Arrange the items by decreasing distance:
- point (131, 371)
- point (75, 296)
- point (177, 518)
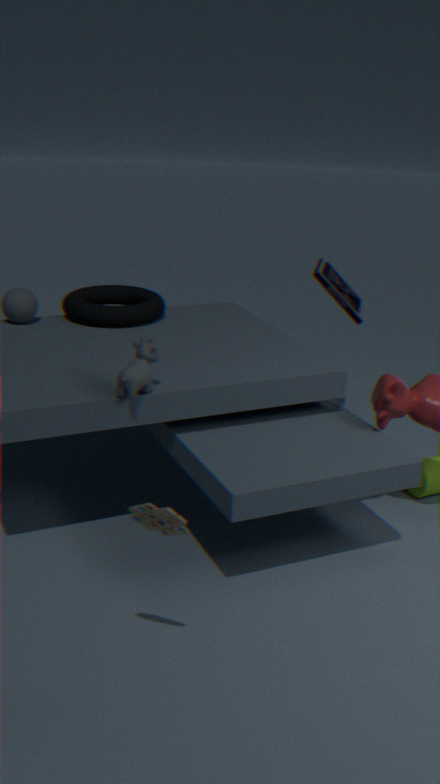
point (75, 296)
point (131, 371)
point (177, 518)
